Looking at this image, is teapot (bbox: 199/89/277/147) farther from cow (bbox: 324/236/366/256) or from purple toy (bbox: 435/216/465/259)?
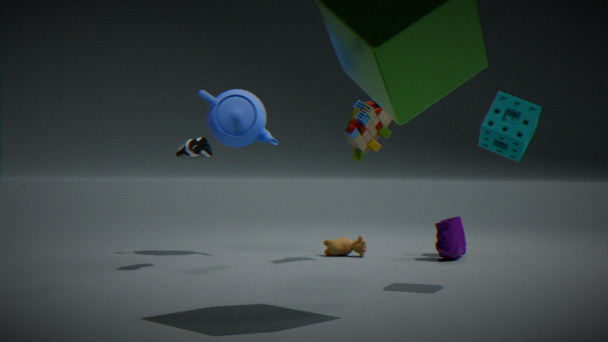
purple toy (bbox: 435/216/465/259)
